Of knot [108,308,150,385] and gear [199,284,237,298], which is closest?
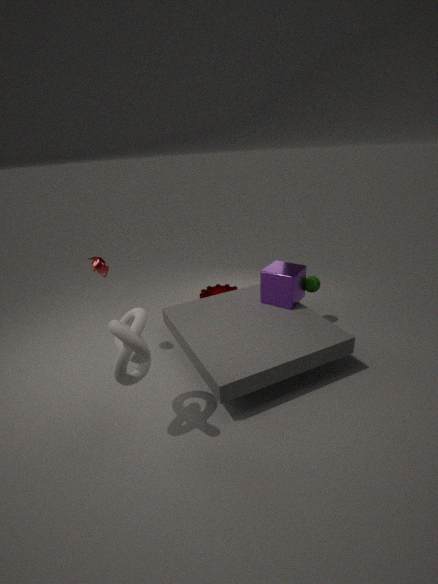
knot [108,308,150,385]
